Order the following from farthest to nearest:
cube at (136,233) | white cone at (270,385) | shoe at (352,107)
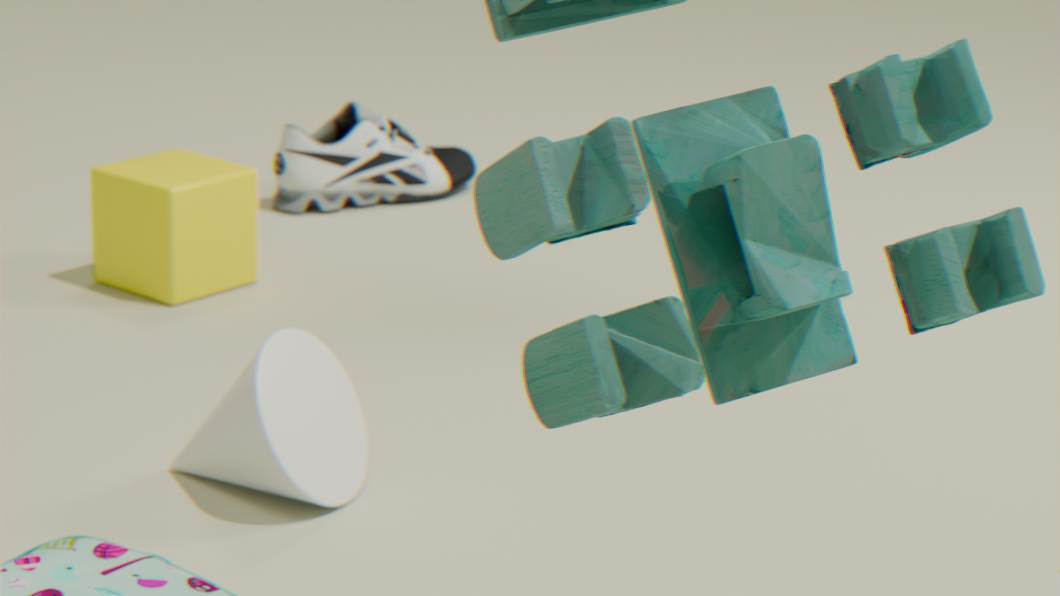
shoe at (352,107), cube at (136,233), white cone at (270,385)
